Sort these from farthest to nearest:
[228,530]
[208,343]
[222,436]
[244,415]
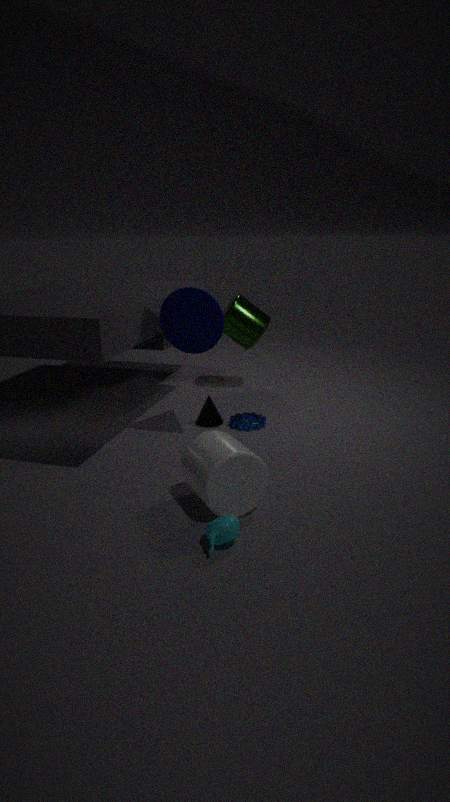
[244,415] < [208,343] < [222,436] < [228,530]
